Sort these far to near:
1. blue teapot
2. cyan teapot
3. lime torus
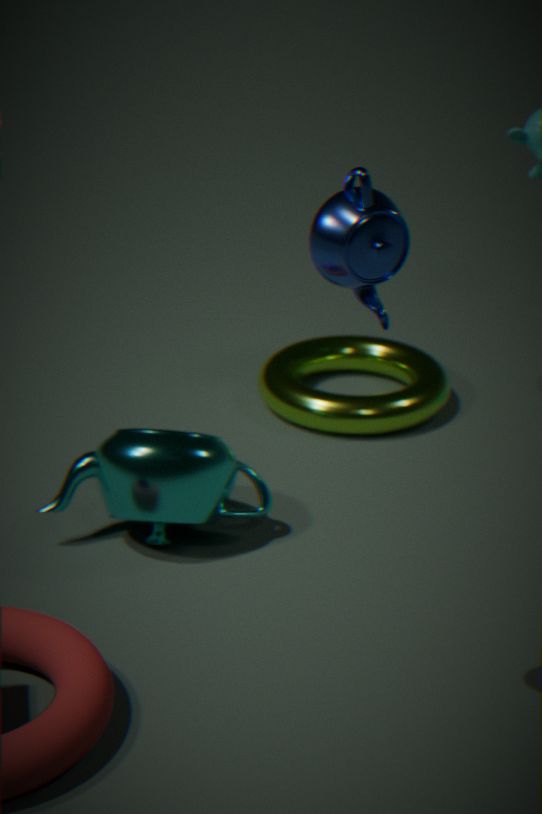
lime torus → cyan teapot → blue teapot
